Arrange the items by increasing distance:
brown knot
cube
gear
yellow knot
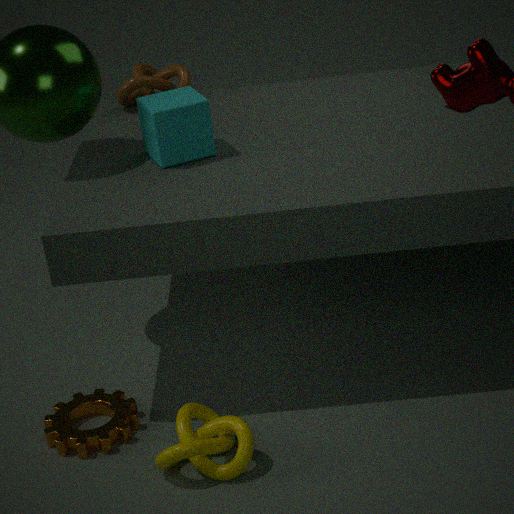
yellow knot, gear, cube, brown knot
